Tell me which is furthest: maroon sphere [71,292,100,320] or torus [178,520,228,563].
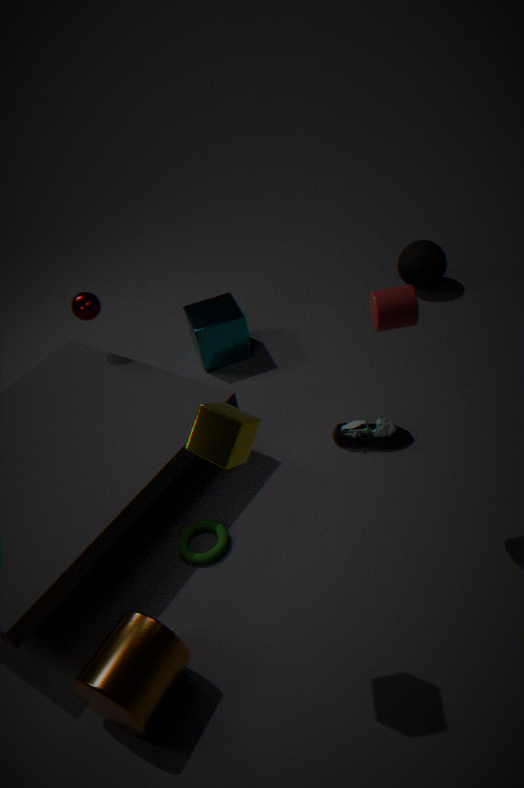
maroon sphere [71,292,100,320]
